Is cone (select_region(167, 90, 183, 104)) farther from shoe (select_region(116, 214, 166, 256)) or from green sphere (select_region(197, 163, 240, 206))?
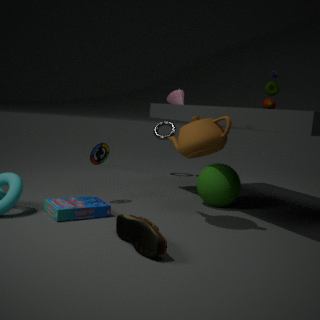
shoe (select_region(116, 214, 166, 256))
